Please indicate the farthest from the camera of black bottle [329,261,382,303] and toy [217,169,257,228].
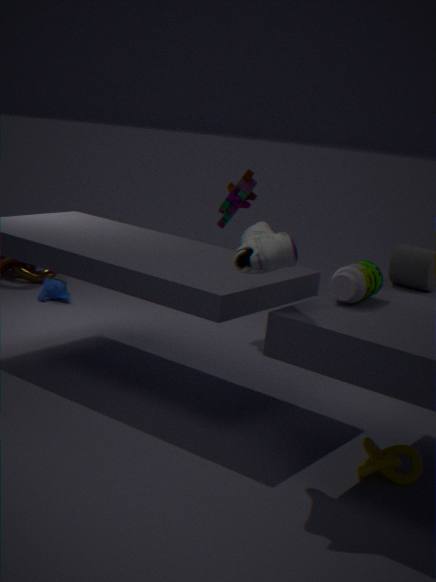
toy [217,169,257,228]
